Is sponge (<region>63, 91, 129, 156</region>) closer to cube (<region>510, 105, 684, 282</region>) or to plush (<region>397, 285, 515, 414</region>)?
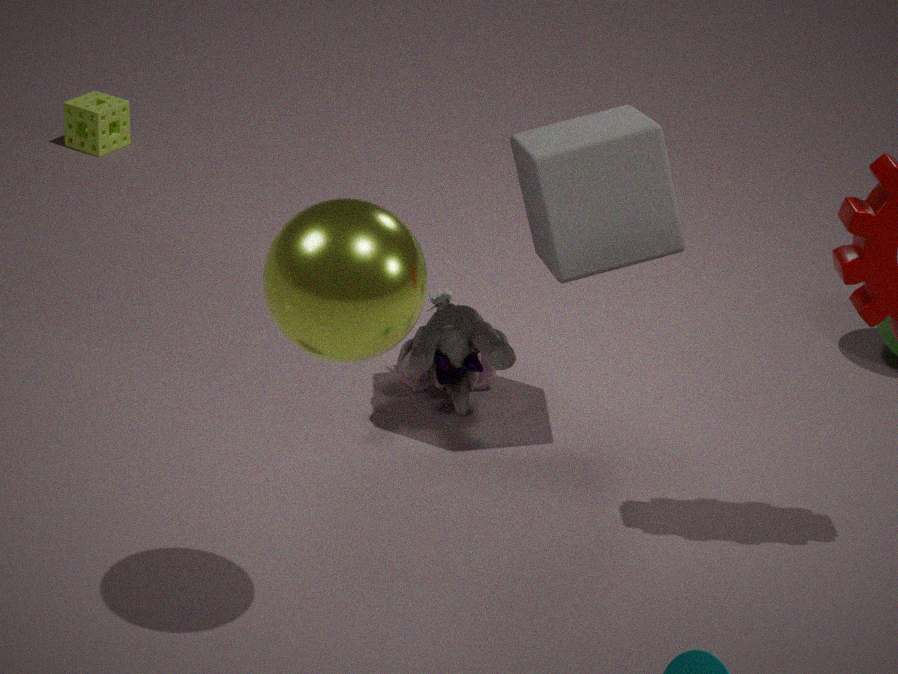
plush (<region>397, 285, 515, 414</region>)
